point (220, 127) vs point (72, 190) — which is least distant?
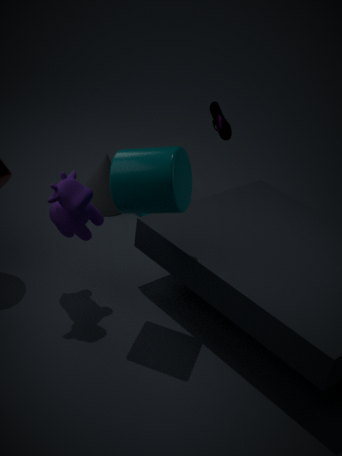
point (72, 190)
